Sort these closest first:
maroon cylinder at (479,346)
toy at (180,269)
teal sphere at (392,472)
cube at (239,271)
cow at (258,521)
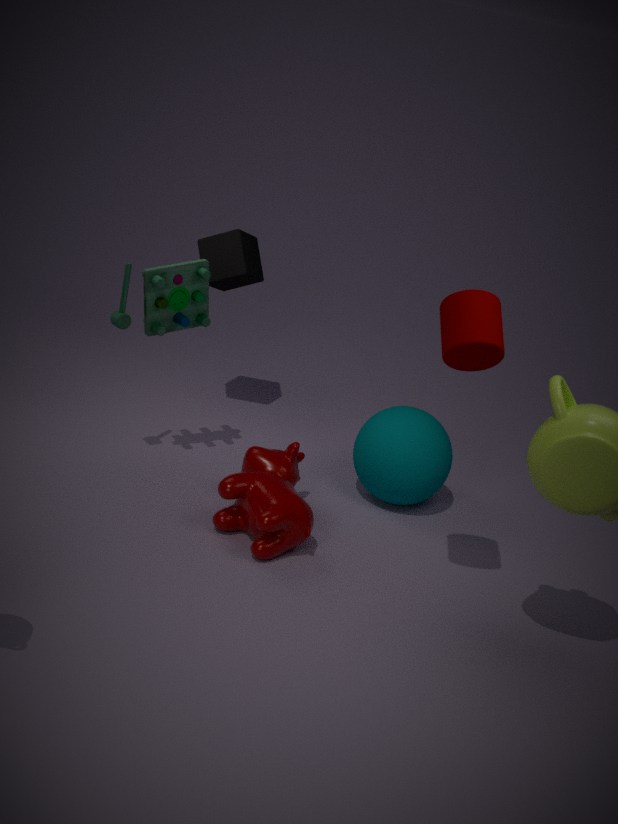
maroon cylinder at (479,346) < cow at (258,521) < toy at (180,269) < teal sphere at (392,472) < cube at (239,271)
